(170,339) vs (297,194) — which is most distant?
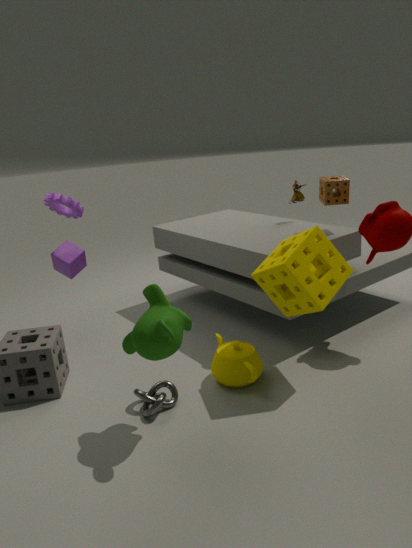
(297,194)
